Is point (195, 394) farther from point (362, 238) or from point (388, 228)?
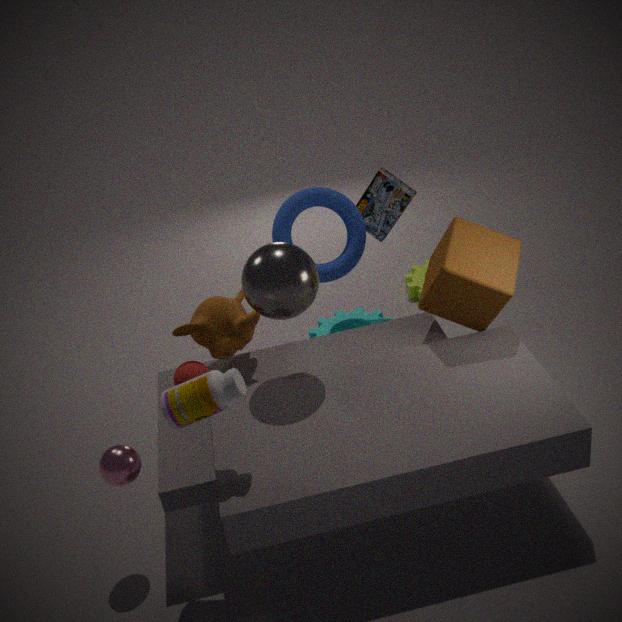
point (388, 228)
